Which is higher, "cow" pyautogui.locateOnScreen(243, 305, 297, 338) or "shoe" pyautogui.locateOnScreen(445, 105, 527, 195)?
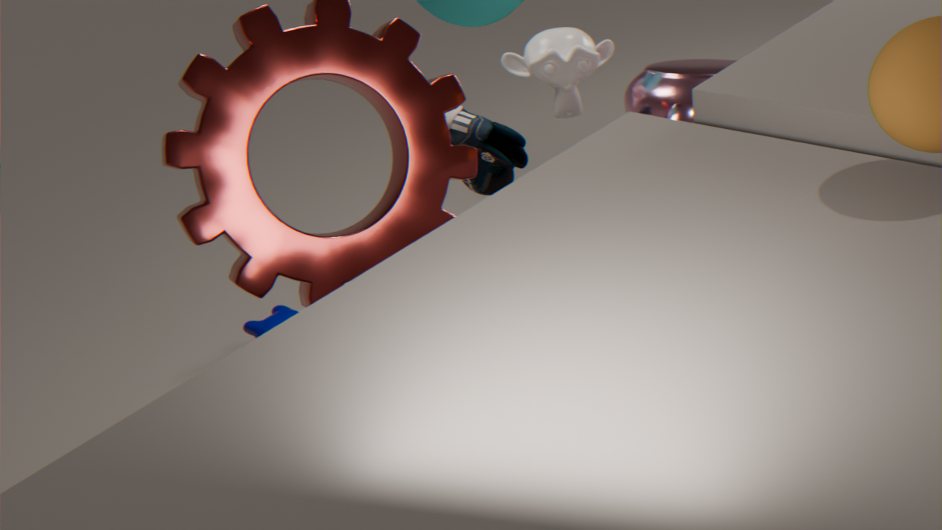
"shoe" pyautogui.locateOnScreen(445, 105, 527, 195)
